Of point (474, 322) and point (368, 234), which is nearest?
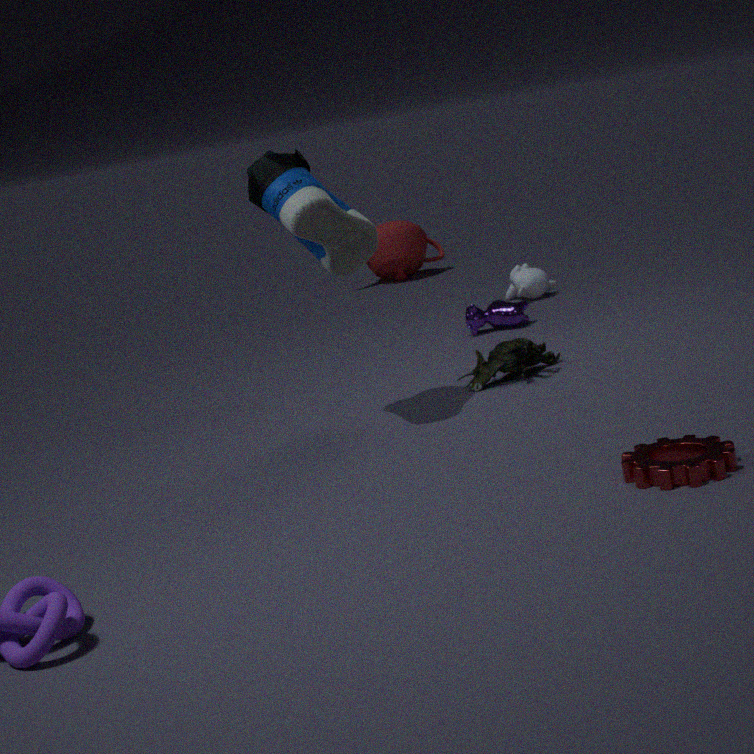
point (368, 234)
